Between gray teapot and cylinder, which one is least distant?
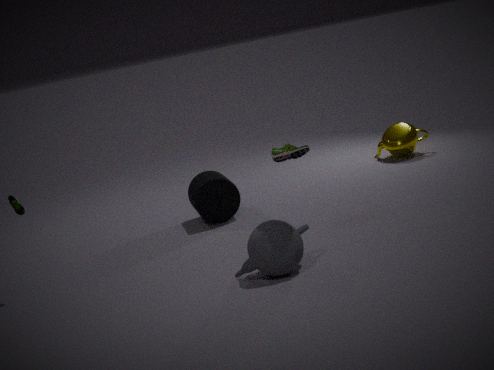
gray teapot
